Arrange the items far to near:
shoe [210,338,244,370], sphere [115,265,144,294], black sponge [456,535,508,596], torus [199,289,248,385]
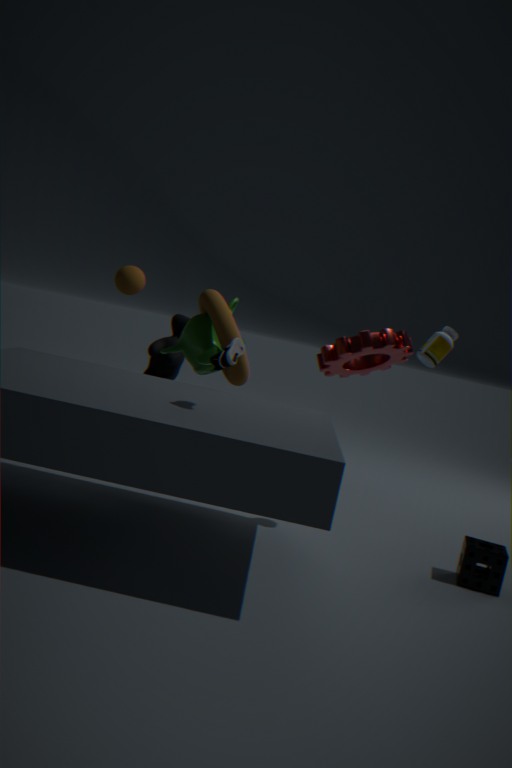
sphere [115,265,144,294] < torus [199,289,248,385] < black sponge [456,535,508,596] < shoe [210,338,244,370]
